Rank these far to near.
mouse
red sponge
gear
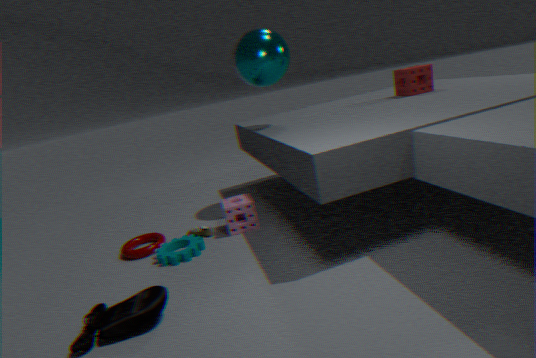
red sponge, gear, mouse
